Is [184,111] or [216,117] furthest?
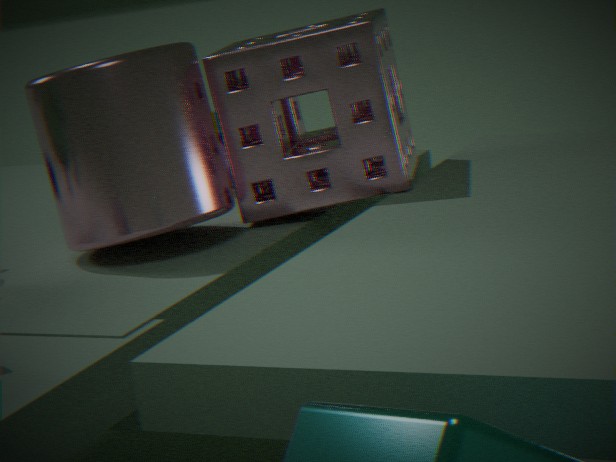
[216,117]
